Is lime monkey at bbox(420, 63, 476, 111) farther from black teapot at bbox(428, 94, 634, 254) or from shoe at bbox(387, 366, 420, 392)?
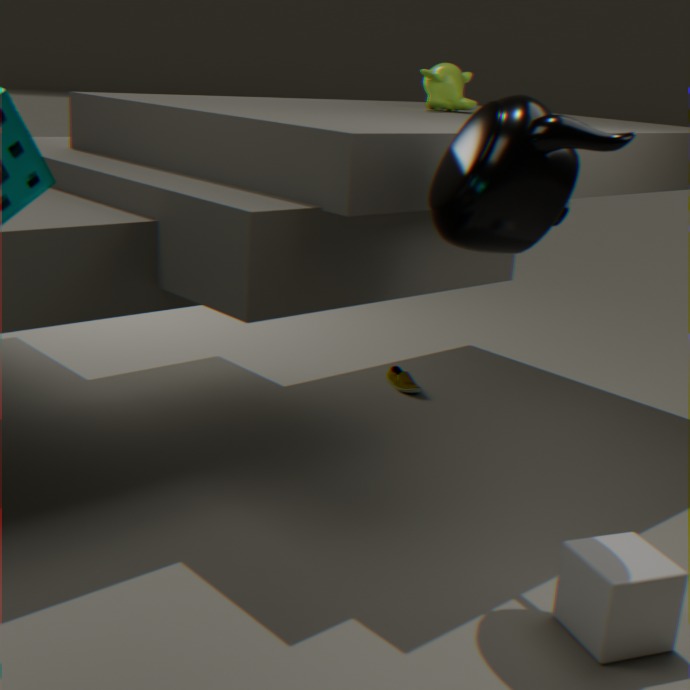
black teapot at bbox(428, 94, 634, 254)
